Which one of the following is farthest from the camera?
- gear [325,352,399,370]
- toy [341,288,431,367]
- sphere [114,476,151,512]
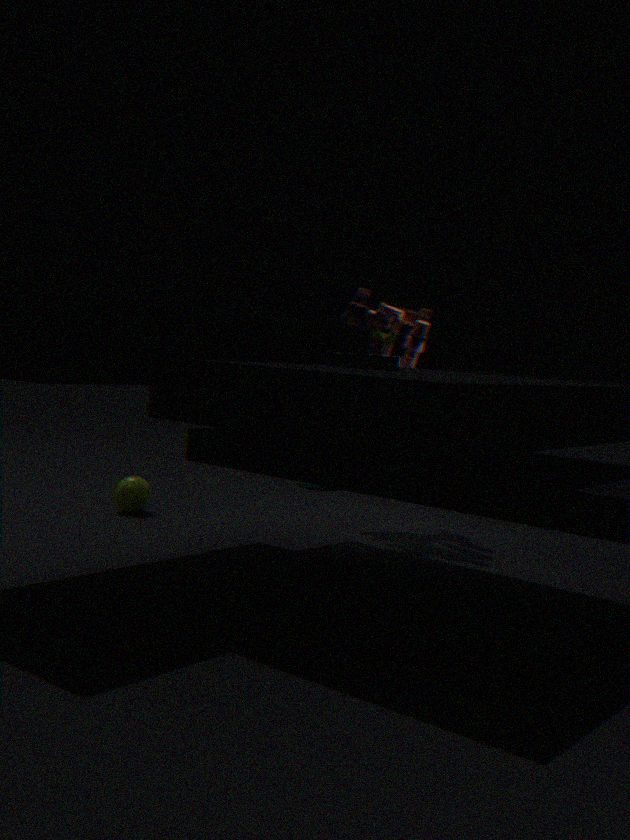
sphere [114,476,151,512]
